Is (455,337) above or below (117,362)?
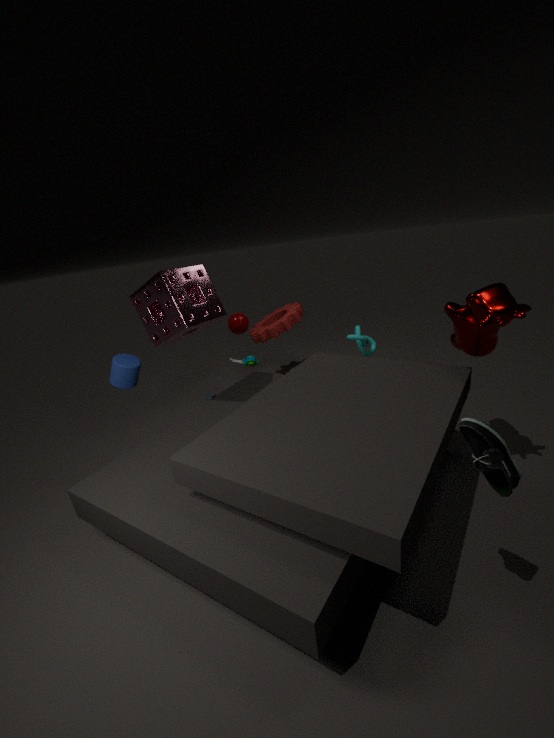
above
